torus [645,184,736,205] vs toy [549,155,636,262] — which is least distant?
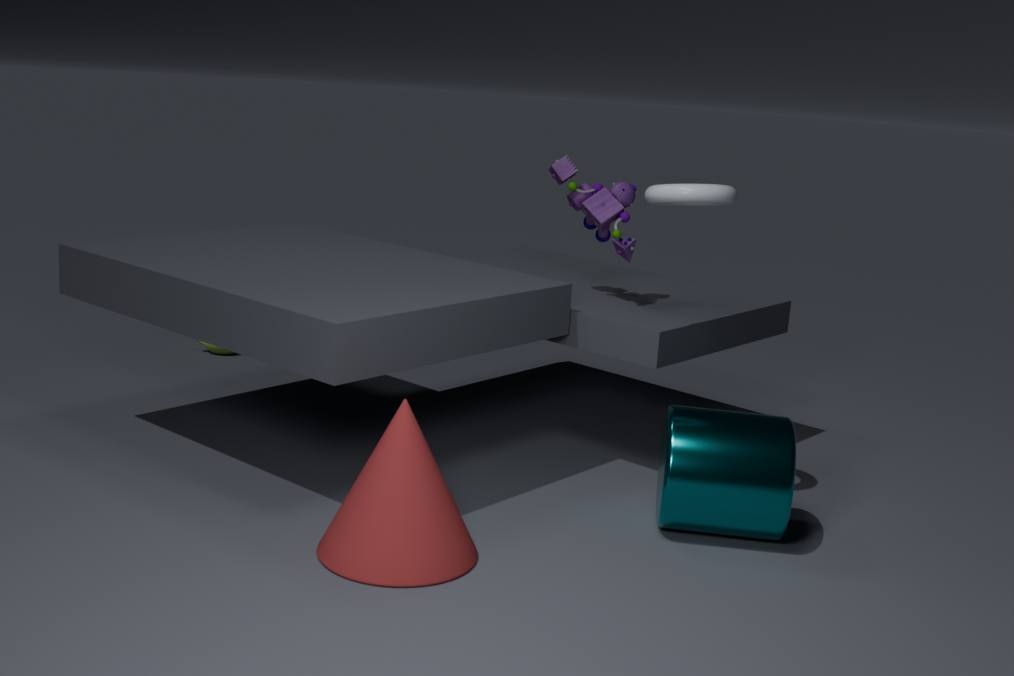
torus [645,184,736,205]
